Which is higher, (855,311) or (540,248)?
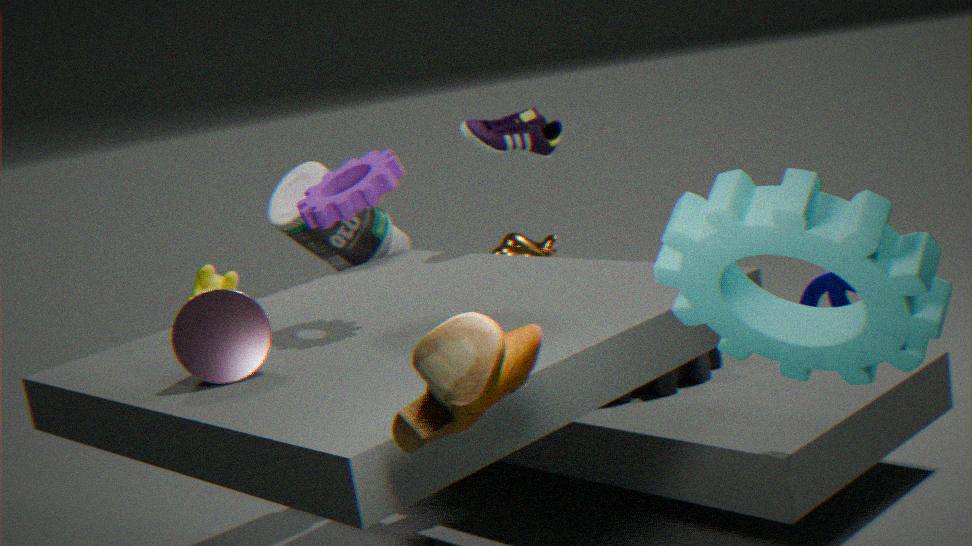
(855,311)
